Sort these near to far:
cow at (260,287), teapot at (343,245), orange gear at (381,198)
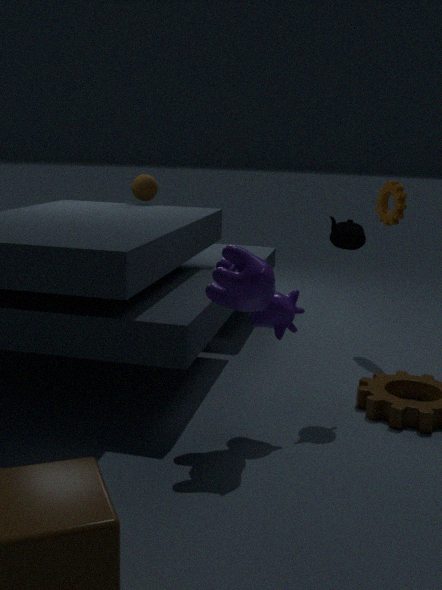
1. cow at (260,287)
2. teapot at (343,245)
3. orange gear at (381,198)
